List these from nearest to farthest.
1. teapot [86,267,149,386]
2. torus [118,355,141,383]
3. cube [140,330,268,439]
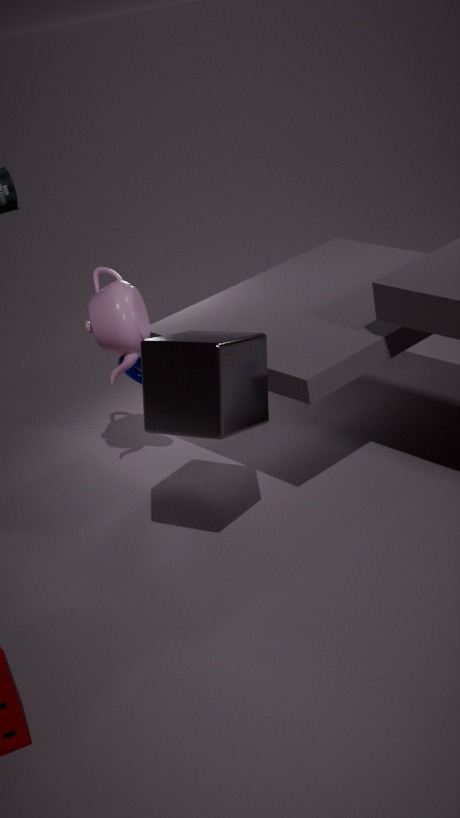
cube [140,330,268,439] < teapot [86,267,149,386] < torus [118,355,141,383]
